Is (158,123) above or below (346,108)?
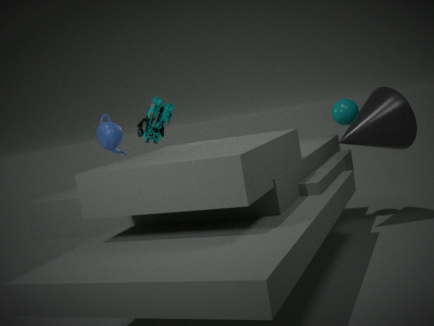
above
